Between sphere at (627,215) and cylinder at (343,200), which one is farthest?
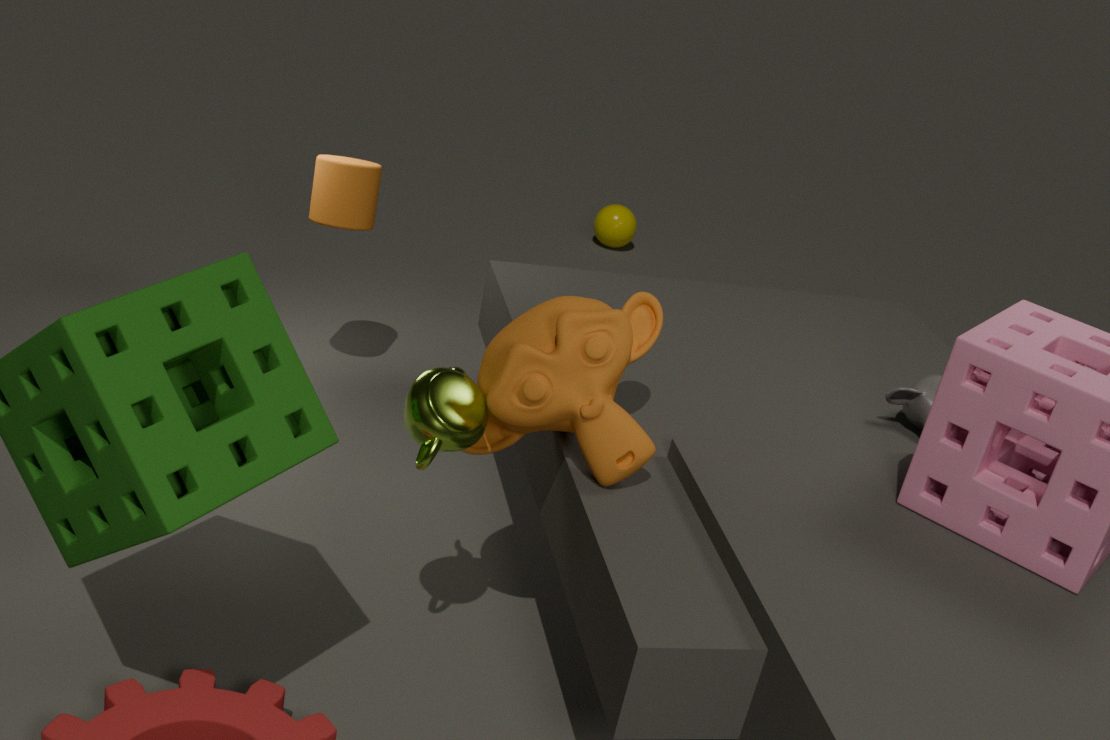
sphere at (627,215)
